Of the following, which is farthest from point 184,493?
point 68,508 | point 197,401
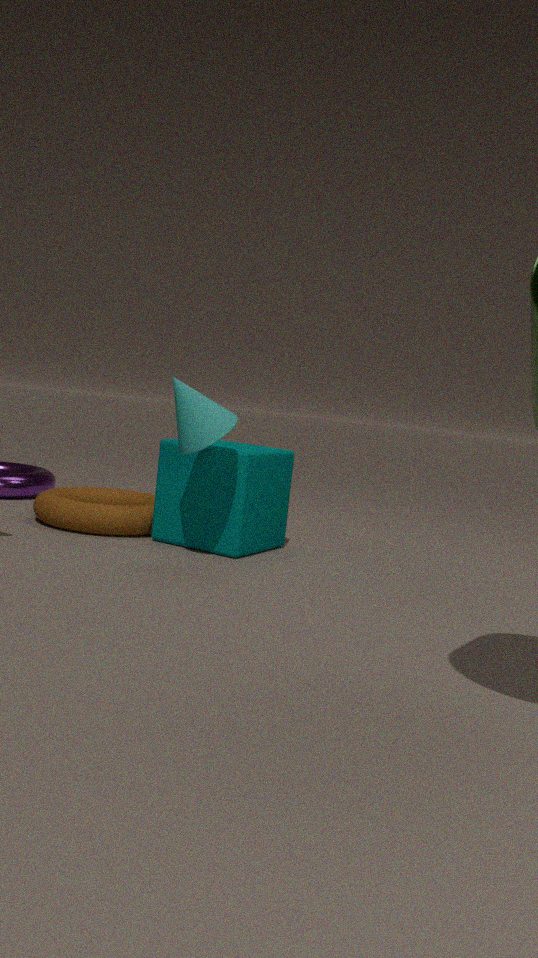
point 68,508
